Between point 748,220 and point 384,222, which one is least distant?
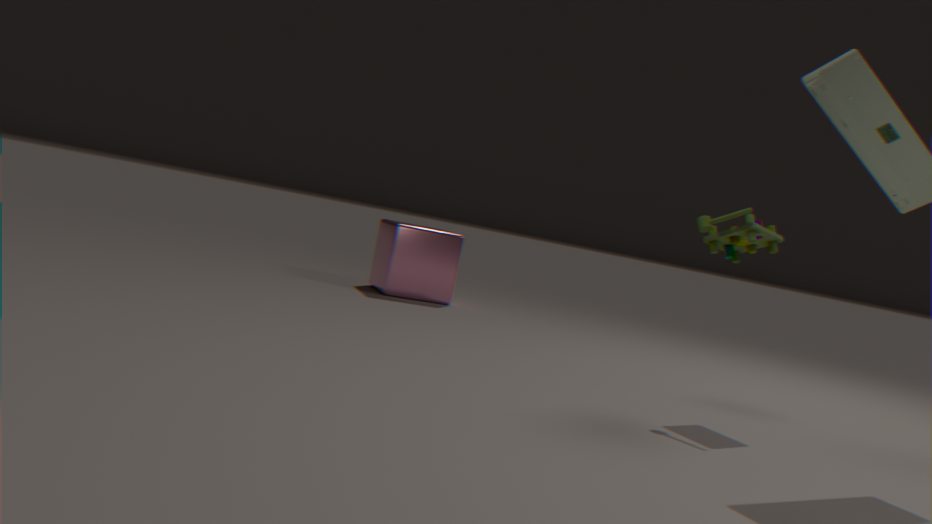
point 748,220
